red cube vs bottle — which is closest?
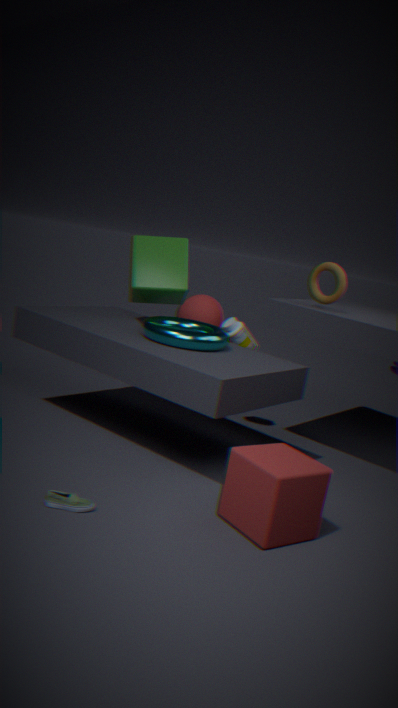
red cube
